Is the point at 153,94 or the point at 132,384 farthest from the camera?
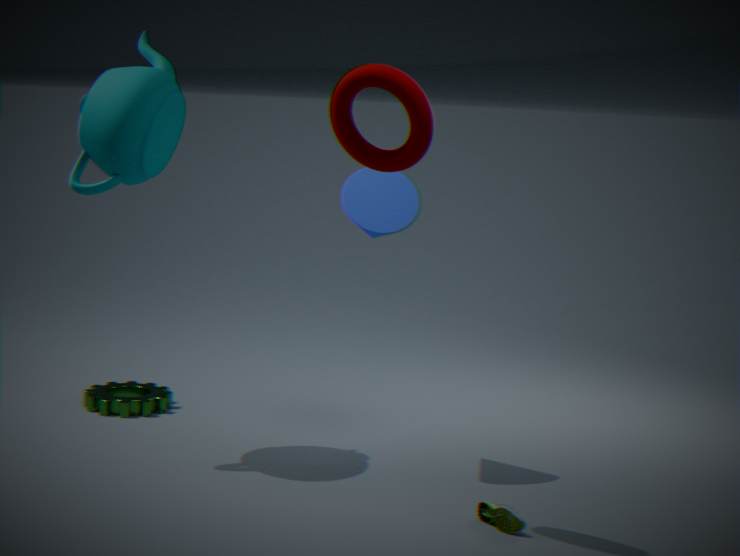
the point at 132,384
